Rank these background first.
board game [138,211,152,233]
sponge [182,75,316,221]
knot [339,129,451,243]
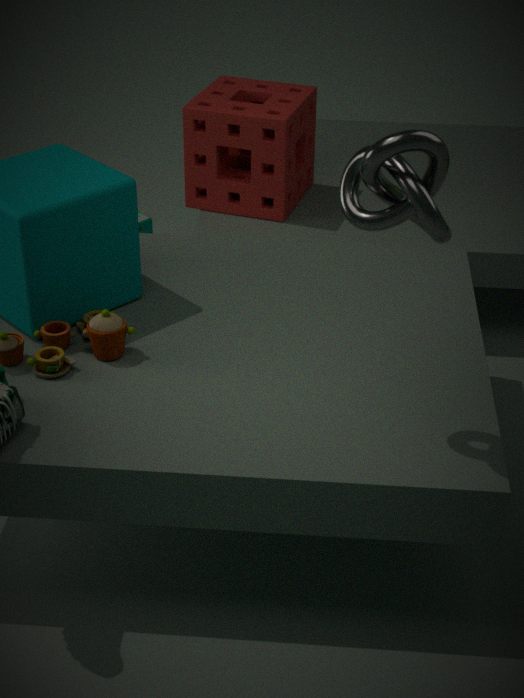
board game [138,211,152,233], sponge [182,75,316,221], knot [339,129,451,243]
